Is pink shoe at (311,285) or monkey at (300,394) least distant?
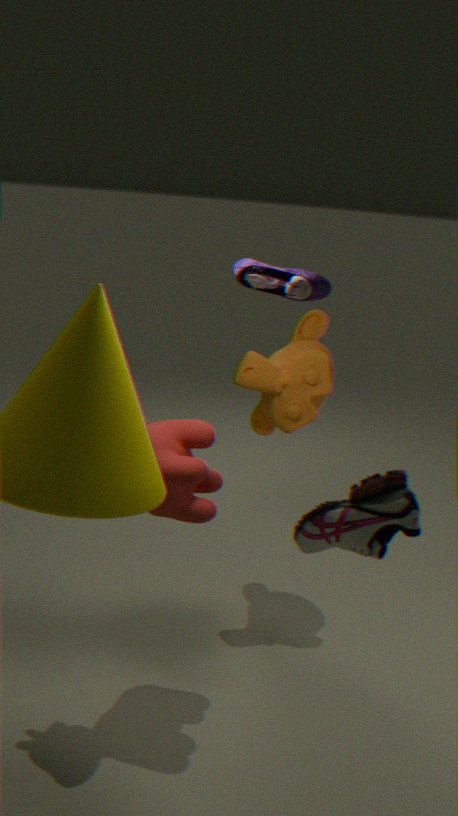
pink shoe at (311,285)
